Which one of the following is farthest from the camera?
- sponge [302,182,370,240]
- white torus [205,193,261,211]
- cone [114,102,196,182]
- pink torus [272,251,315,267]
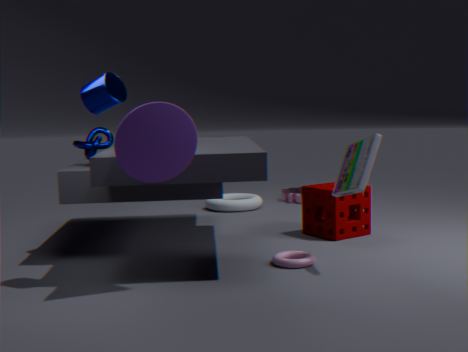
white torus [205,193,261,211]
